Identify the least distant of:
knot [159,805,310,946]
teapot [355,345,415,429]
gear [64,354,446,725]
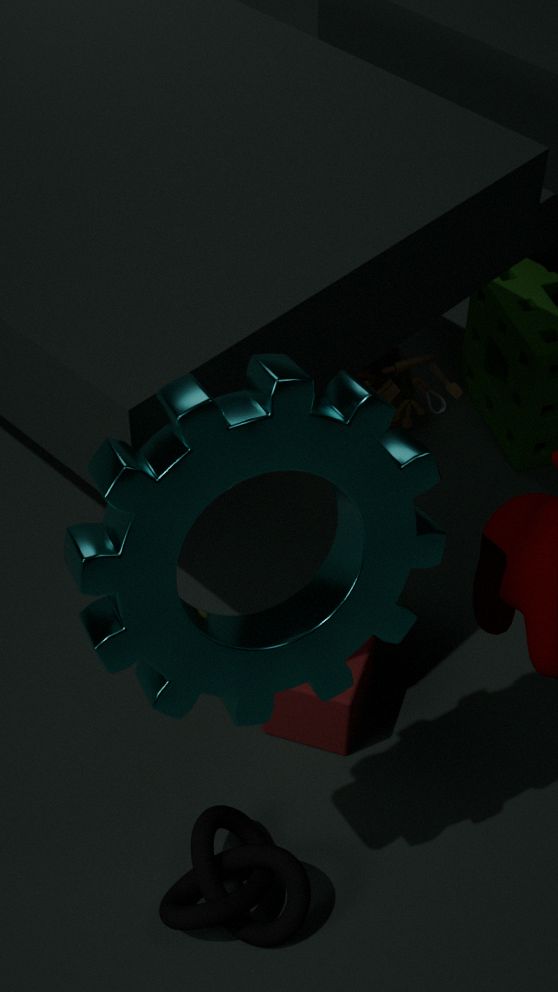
gear [64,354,446,725]
